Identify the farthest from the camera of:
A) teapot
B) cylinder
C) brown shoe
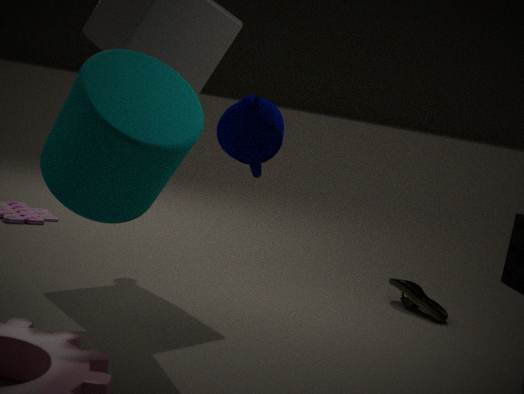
brown shoe
